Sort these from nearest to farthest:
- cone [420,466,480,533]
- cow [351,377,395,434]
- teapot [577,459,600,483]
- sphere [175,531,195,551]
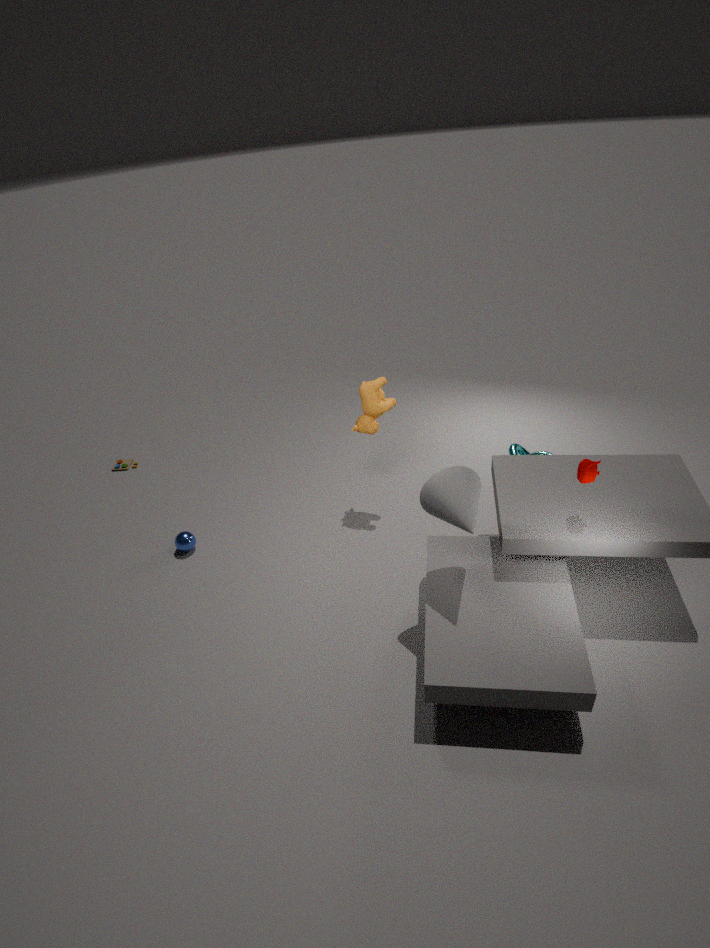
cone [420,466,480,533], teapot [577,459,600,483], cow [351,377,395,434], sphere [175,531,195,551]
